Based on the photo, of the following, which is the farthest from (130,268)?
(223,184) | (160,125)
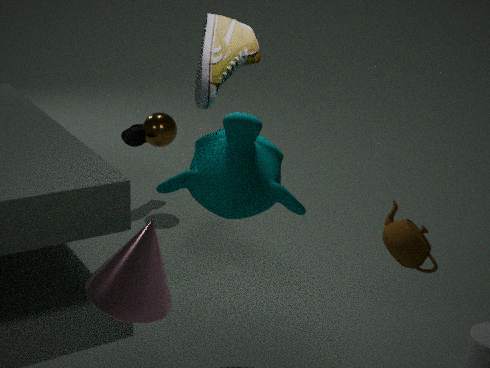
(160,125)
